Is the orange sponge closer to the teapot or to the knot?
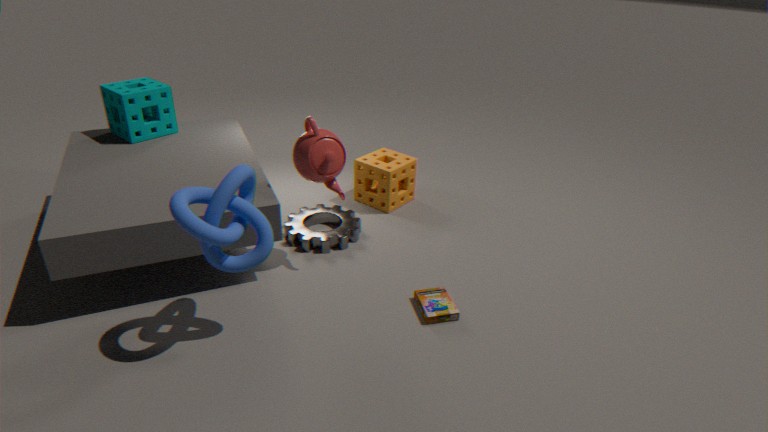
the teapot
